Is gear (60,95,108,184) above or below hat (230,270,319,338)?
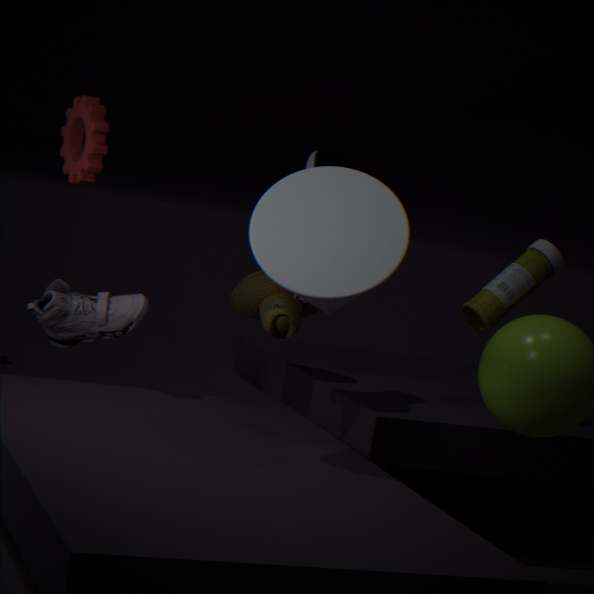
above
